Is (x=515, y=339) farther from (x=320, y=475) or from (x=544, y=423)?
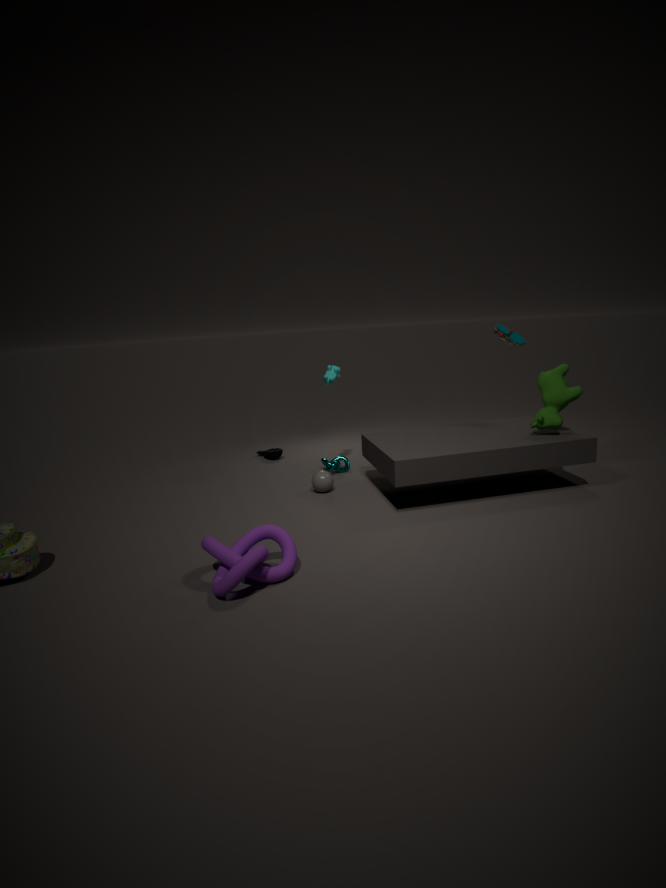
(x=320, y=475)
